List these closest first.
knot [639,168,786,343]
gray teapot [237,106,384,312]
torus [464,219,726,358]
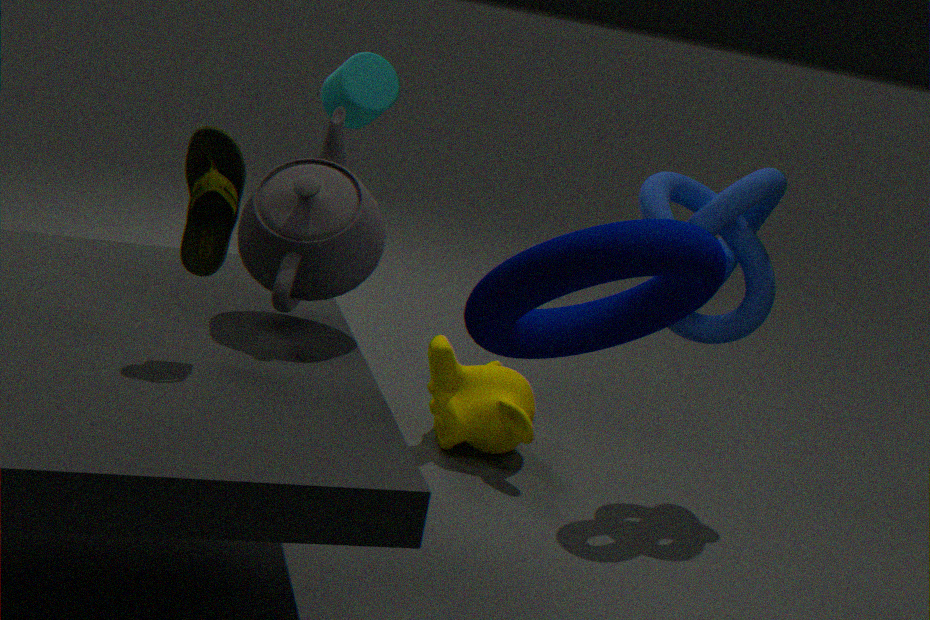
torus [464,219,726,358], gray teapot [237,106,384,312], knot [639,168,786,343]
